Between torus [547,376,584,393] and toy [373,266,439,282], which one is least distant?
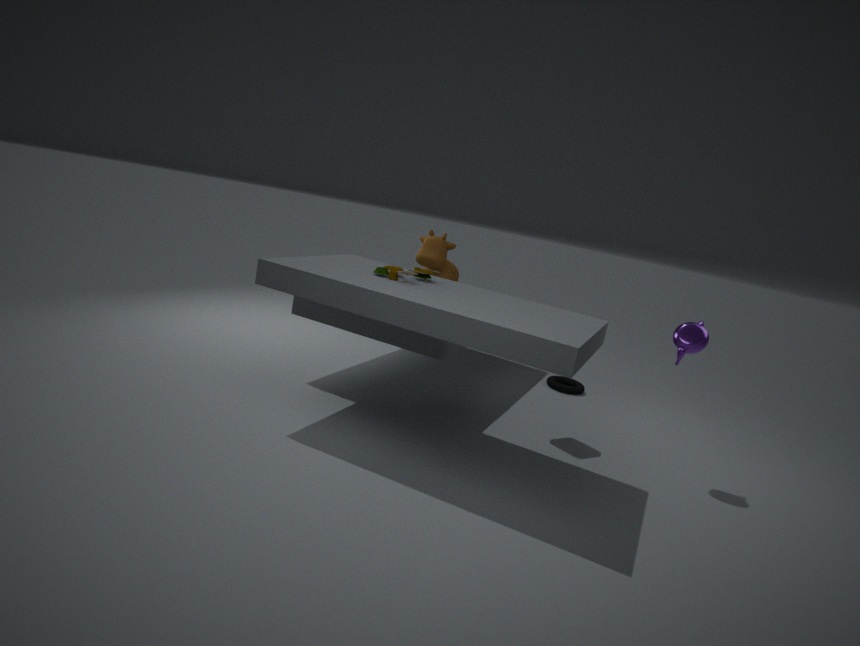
toy [373,266,439,282]
